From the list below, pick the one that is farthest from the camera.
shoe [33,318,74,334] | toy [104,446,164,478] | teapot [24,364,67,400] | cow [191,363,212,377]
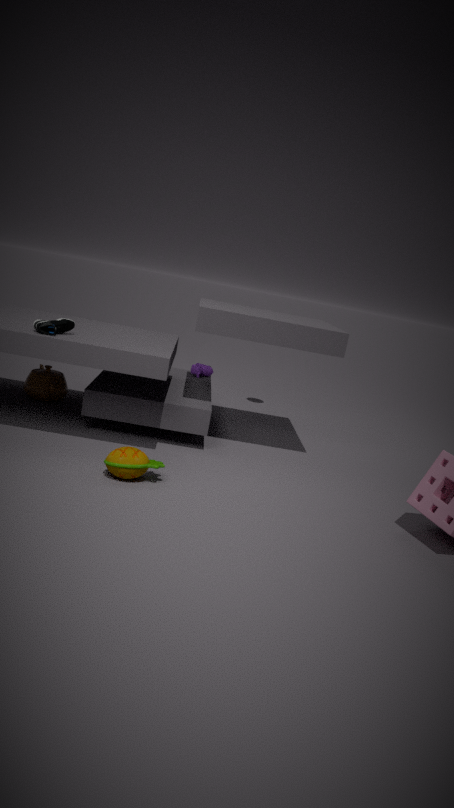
cow [191,363,212,377]
